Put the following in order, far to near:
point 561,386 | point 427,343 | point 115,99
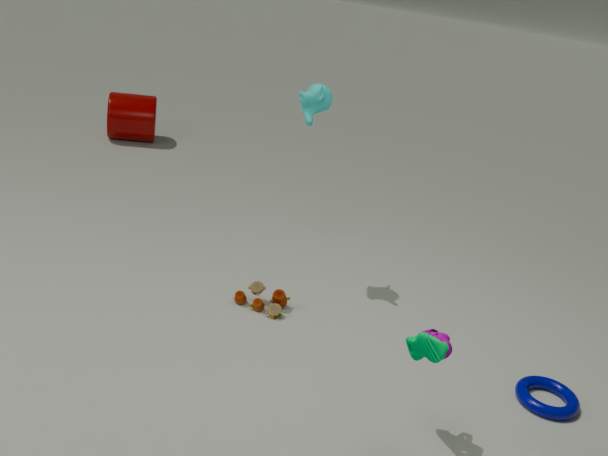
point 115,99 → point 561,386 → point 427,343
